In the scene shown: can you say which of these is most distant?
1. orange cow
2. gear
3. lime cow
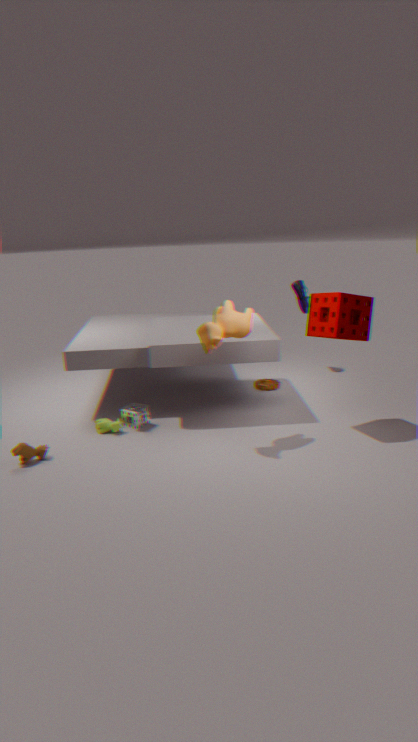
gear
